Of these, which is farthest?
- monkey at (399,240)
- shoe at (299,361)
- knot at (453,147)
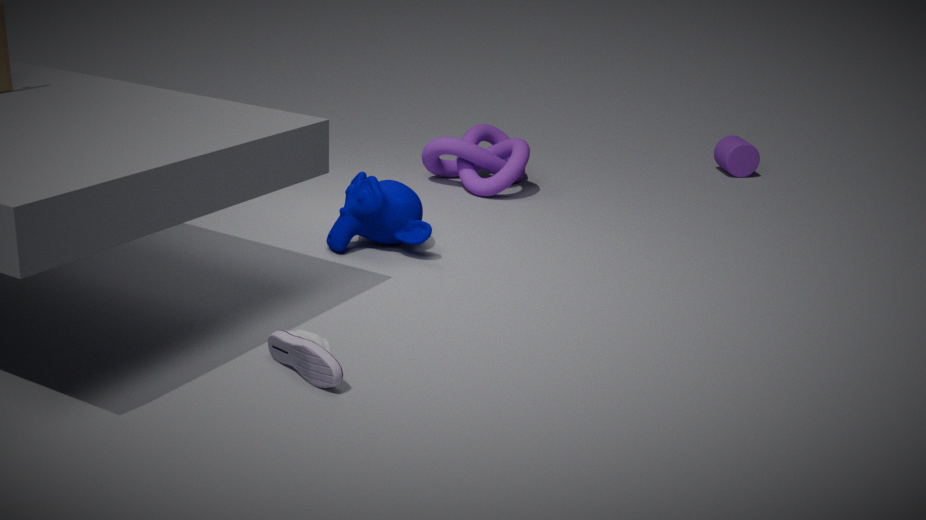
knot at (453,147)
